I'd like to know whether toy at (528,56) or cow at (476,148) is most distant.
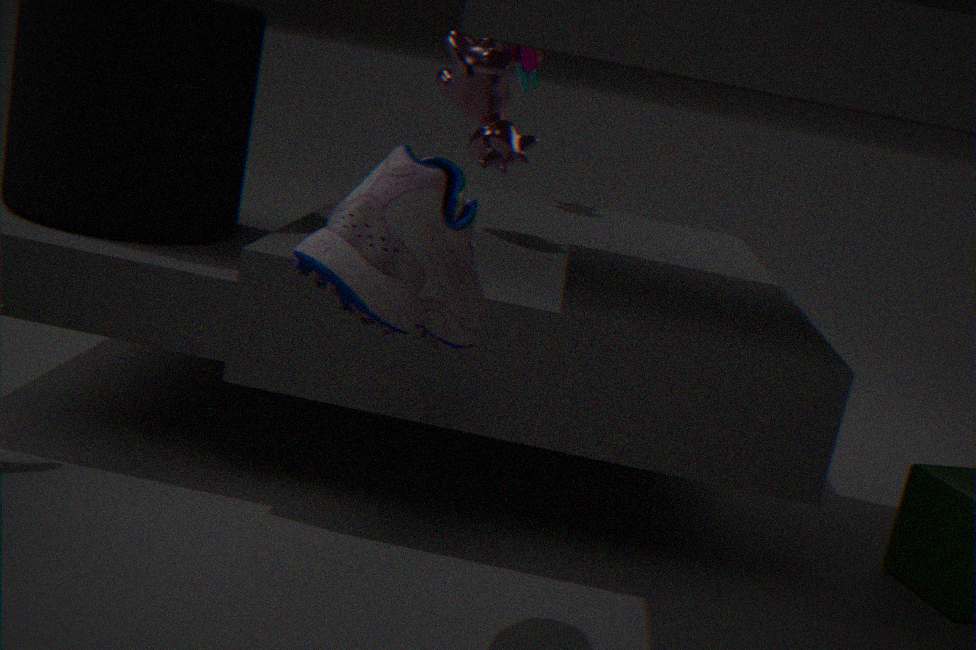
toy at (528,56)
